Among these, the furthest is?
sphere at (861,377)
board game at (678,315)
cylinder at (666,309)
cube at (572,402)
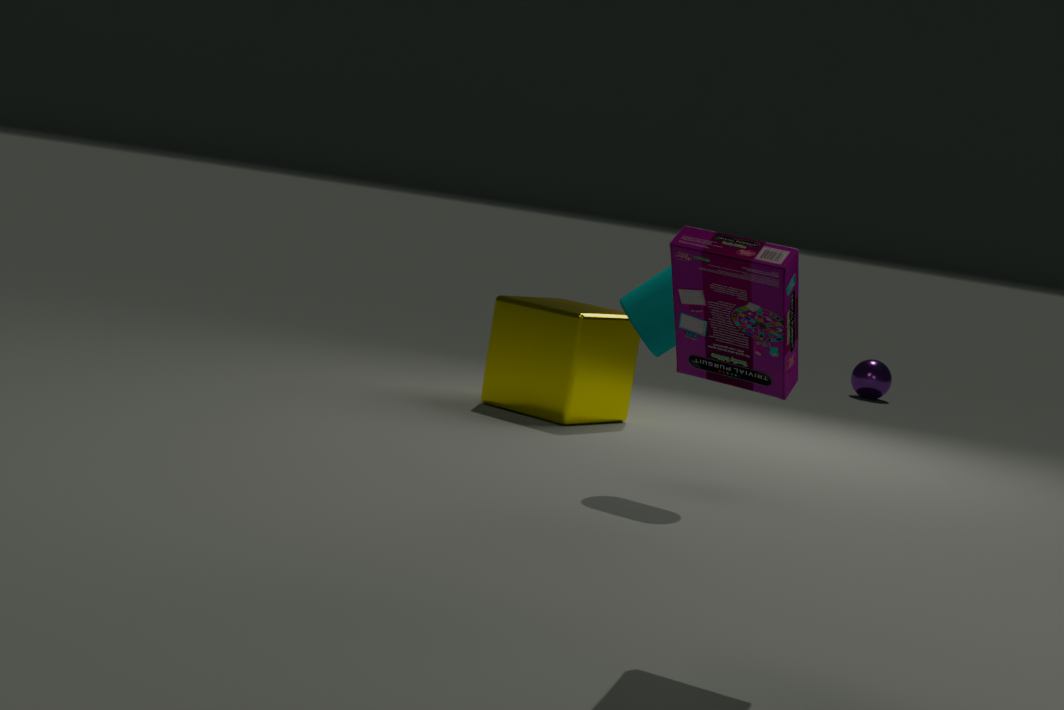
sphere at (861,377)
